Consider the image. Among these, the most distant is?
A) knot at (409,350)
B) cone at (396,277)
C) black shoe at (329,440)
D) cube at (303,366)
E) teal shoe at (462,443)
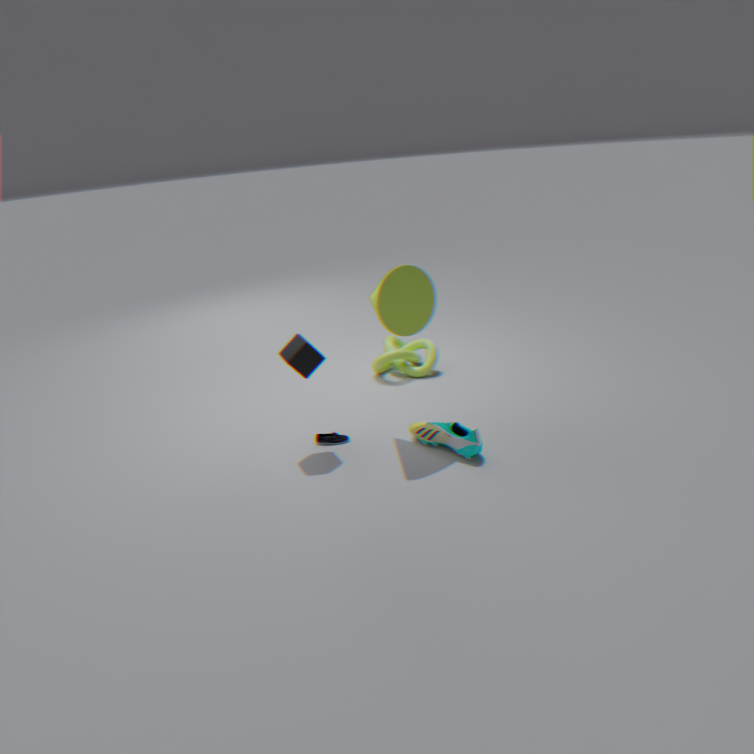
knot at (409,350)
